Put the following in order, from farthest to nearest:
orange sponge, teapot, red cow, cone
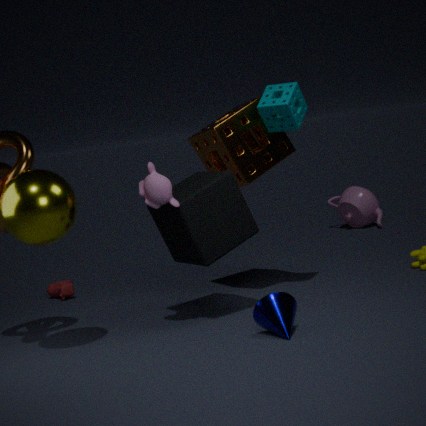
1. teapot
2. red cow
3. orange sponge
4. cone
